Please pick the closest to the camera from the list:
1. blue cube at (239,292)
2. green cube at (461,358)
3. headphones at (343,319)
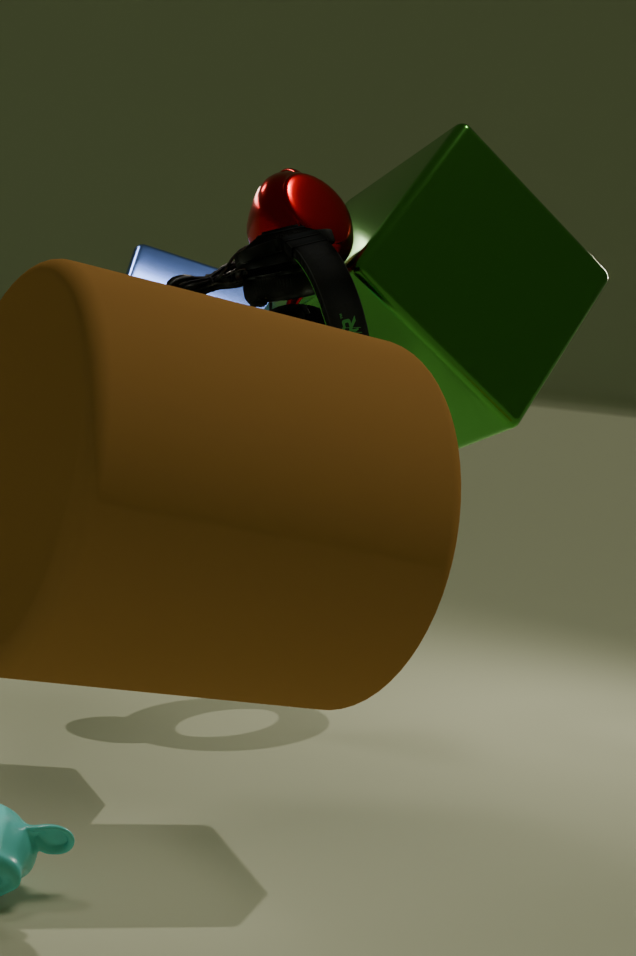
headphones at (343,319)
